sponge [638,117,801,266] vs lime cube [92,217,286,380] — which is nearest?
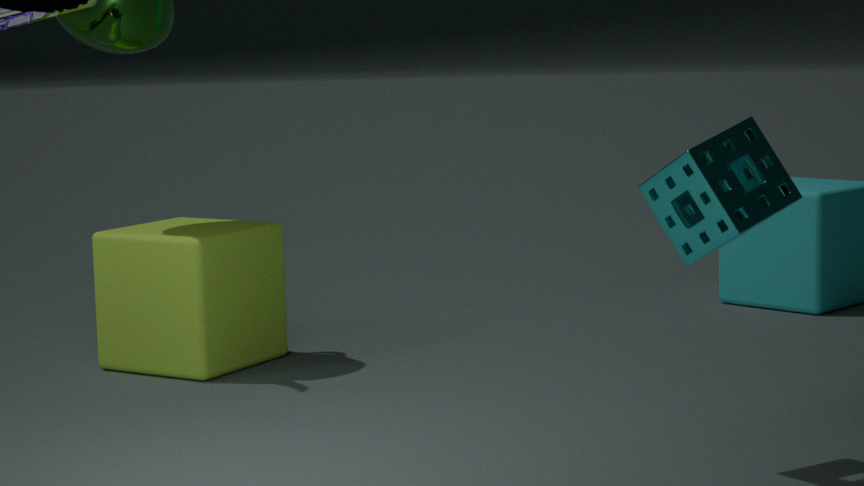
sponge [638,117,801,266]
